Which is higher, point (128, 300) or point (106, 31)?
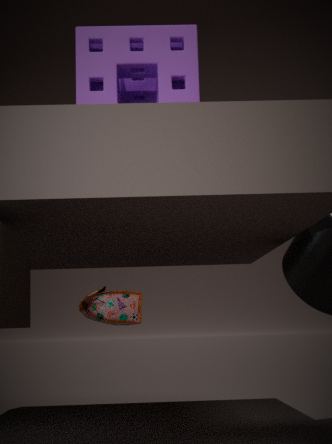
point (106, 31)
